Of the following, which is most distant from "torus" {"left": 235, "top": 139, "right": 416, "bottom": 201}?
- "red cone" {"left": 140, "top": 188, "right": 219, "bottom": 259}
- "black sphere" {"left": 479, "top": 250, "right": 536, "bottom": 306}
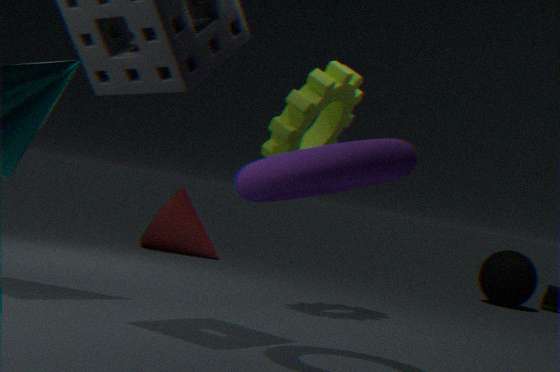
"black sphere" {"left": 479, "top": 250, "right": 536, "bottom": 306}
